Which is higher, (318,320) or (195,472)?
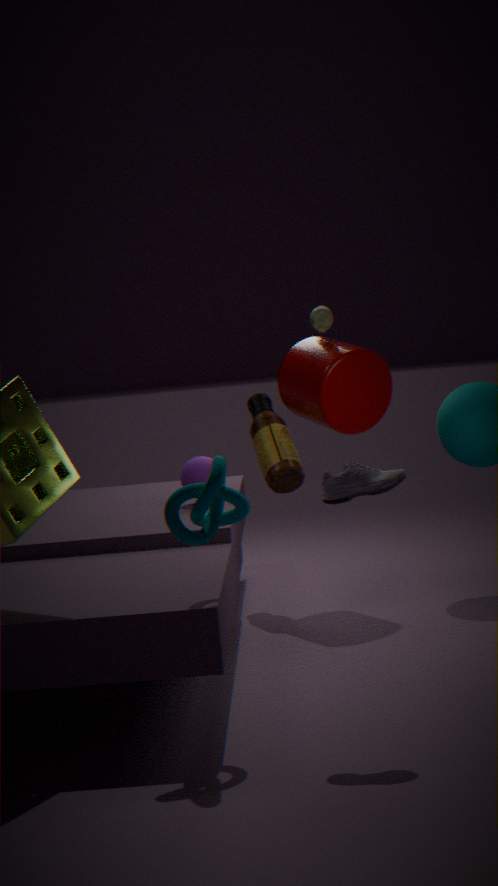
(318,320)
